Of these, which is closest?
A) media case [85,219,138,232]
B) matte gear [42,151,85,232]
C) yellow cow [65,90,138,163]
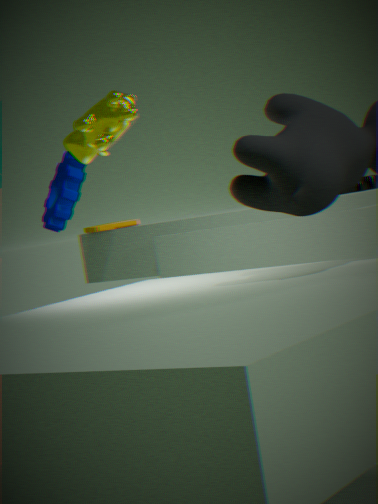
yellow cow [65,90,138,163]
